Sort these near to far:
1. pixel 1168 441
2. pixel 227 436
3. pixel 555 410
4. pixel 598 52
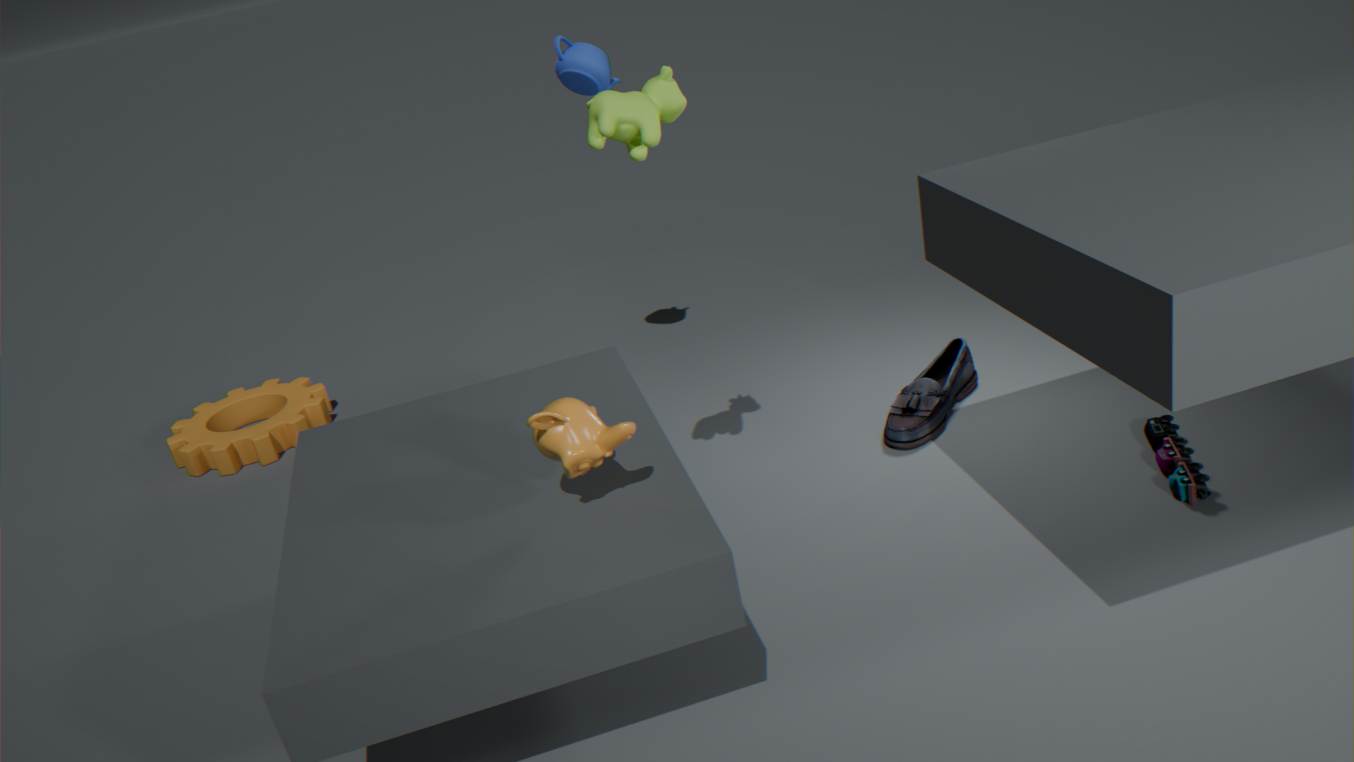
pixel 555 410 → pixel 1168 441 → pixel 598 52 → pixel 227 436
